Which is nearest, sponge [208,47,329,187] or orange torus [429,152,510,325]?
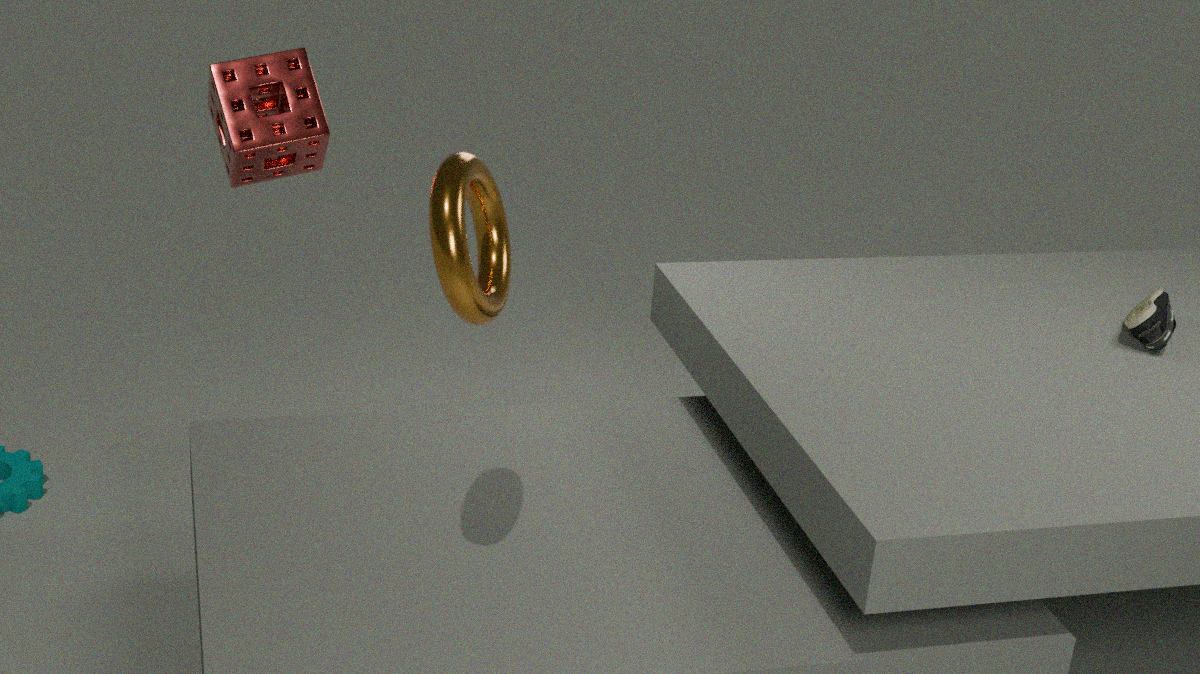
orange torus [429,152,510,325]
